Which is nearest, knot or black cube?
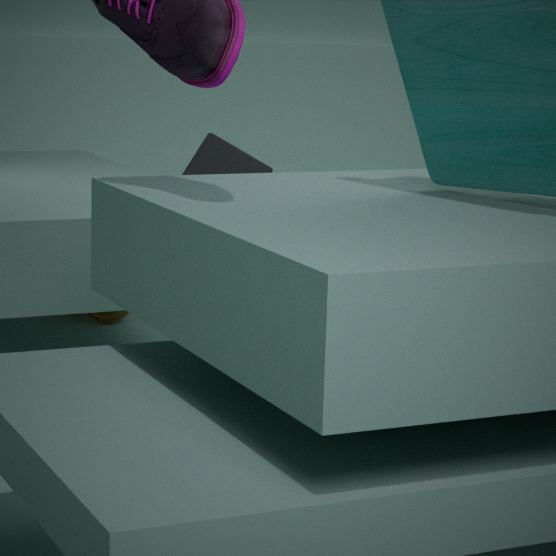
black cube
